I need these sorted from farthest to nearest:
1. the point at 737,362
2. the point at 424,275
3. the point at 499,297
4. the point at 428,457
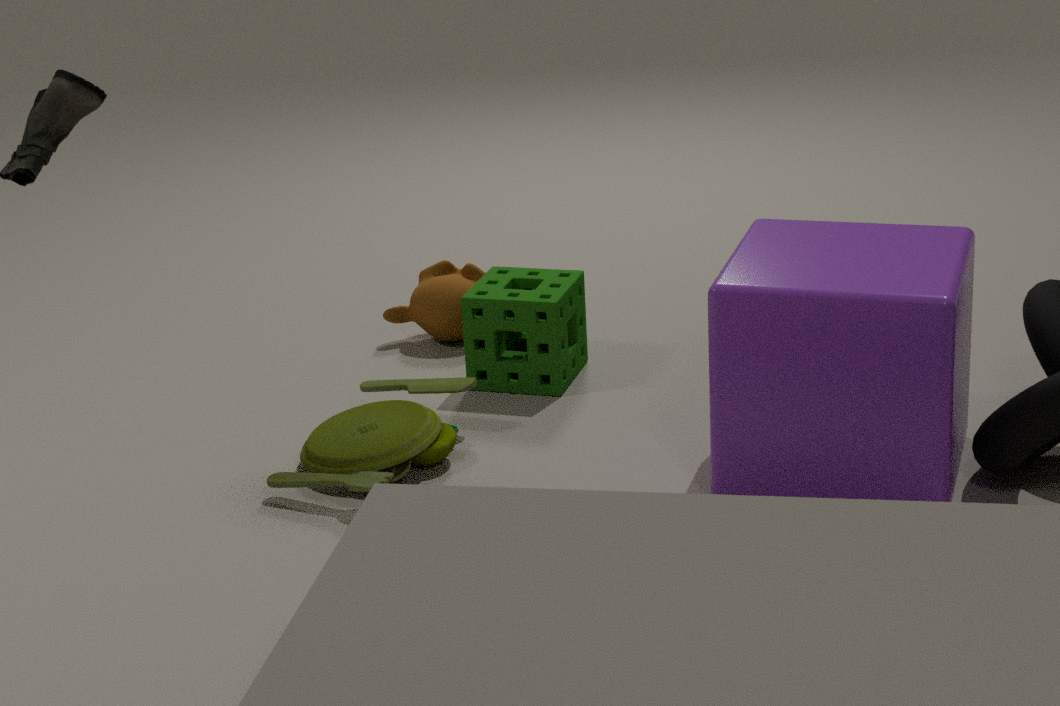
1. the point at 424,275
2. the point at 499,297
3. the point at 428,457
4. the point at 737,362
